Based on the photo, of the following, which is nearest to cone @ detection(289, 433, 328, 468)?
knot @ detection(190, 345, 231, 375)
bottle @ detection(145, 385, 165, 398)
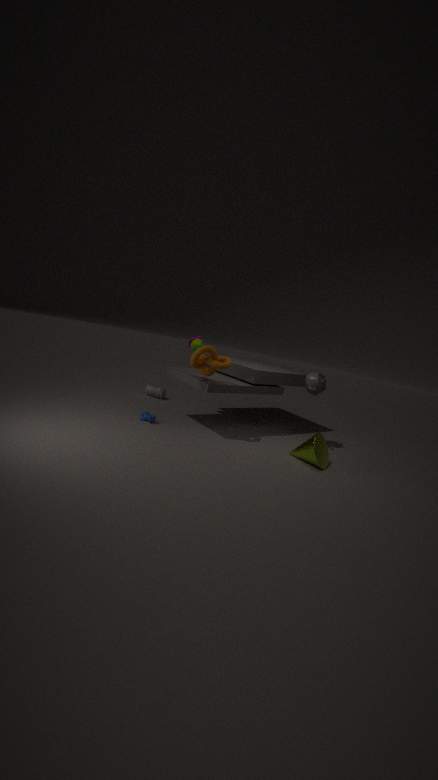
knot @ detection(190, 345, 231, 375)
